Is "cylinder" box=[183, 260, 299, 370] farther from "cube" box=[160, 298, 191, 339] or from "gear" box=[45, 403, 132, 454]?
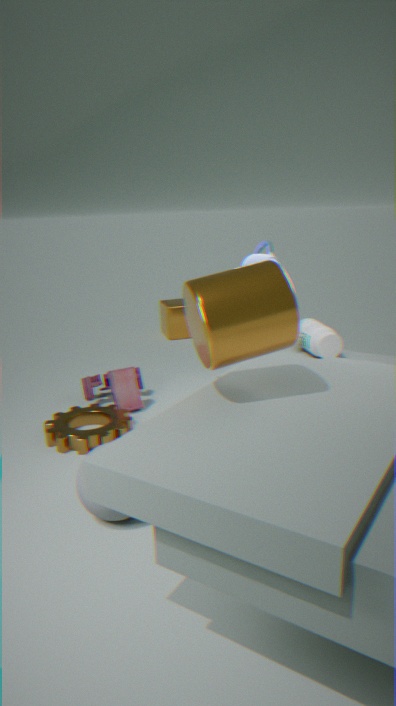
"cube" box=[160, 298, 191, 339]
